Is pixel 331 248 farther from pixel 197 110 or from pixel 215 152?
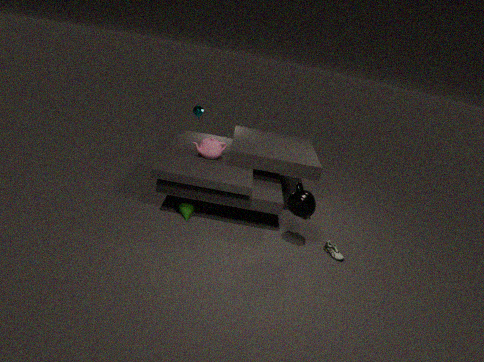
pixel 197 110
